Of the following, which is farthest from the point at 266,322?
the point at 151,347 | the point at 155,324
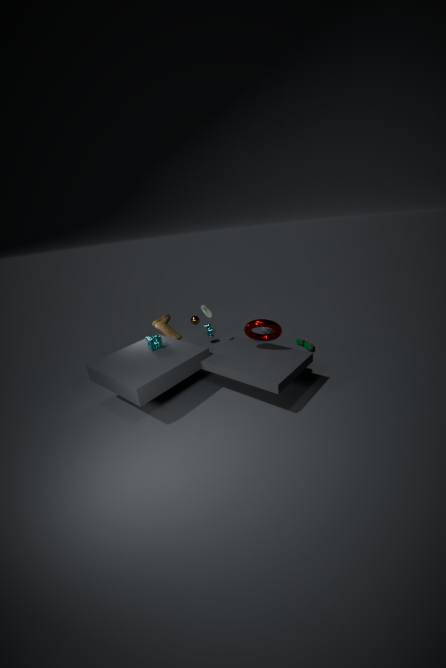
the point at 155,324
